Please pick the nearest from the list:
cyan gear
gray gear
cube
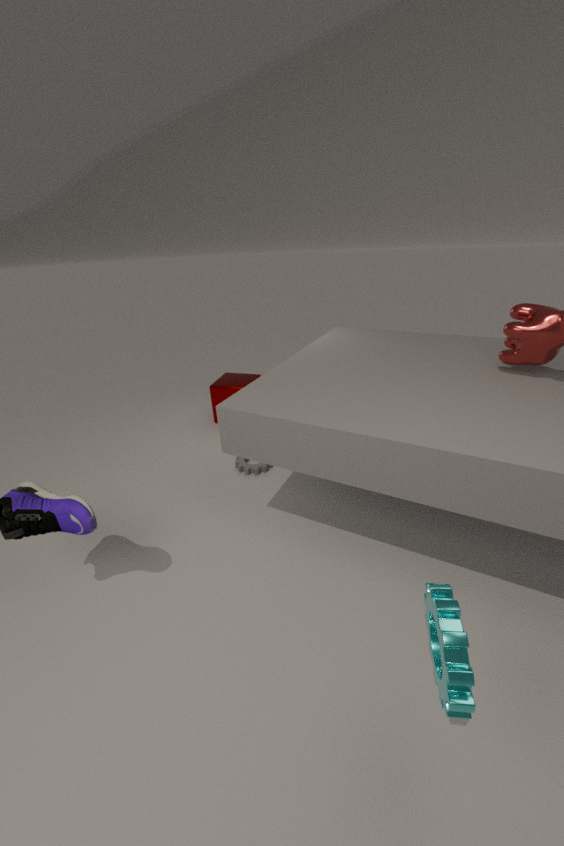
cyan gear
